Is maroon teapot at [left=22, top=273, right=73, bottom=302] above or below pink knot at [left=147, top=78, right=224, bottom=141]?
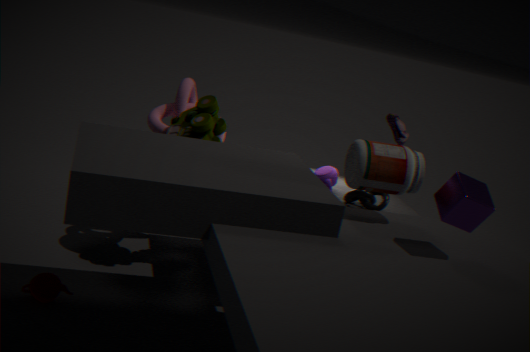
below
